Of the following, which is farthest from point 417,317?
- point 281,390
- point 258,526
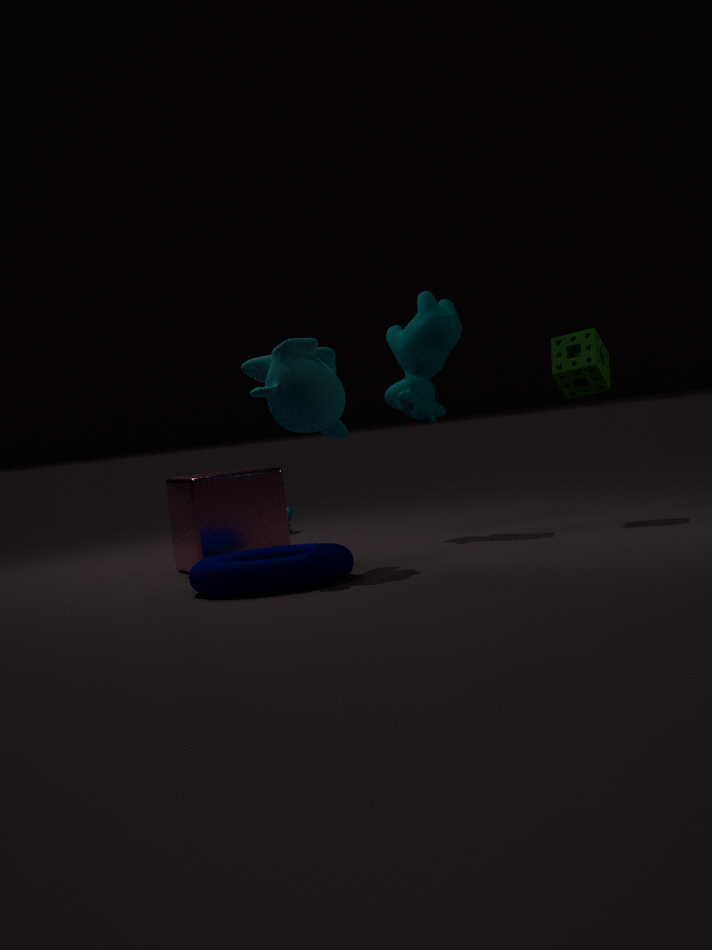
point 258,526
